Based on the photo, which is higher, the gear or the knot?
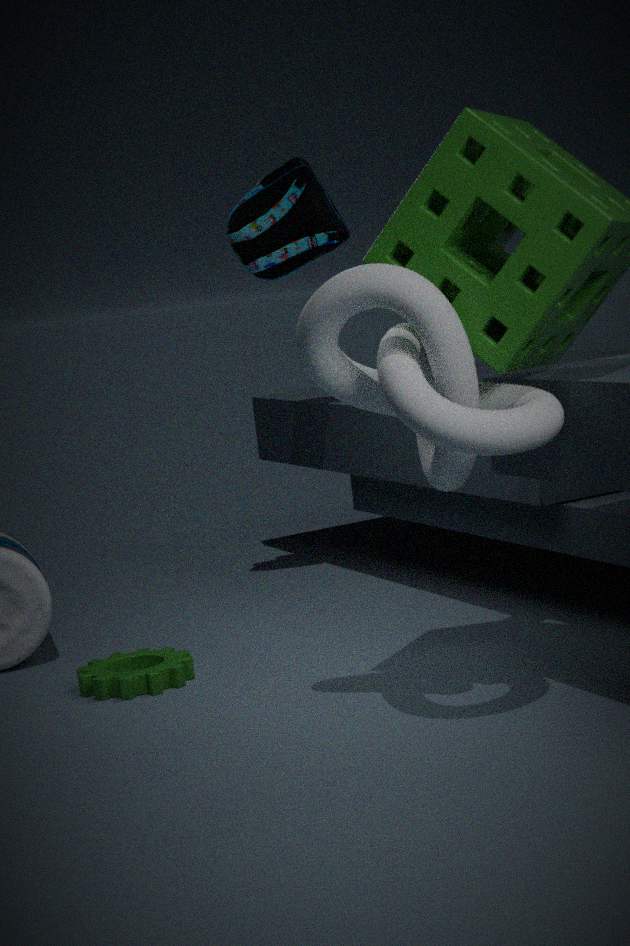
the knot
